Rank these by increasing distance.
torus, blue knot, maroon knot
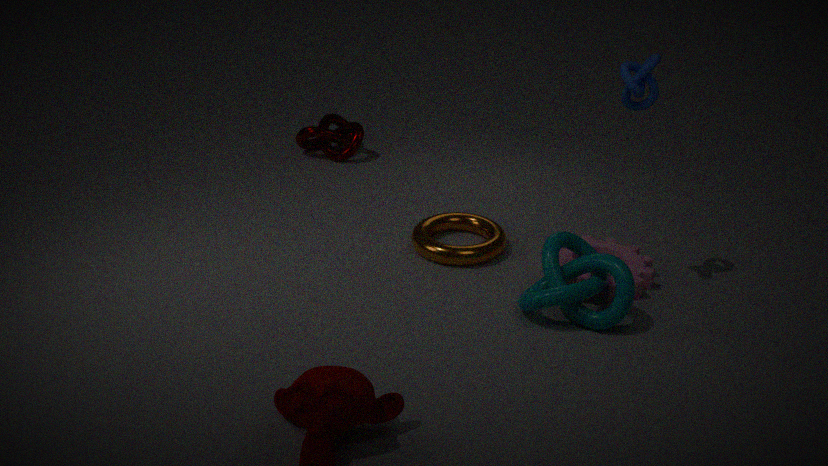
blue knot
torus
maroon knot
